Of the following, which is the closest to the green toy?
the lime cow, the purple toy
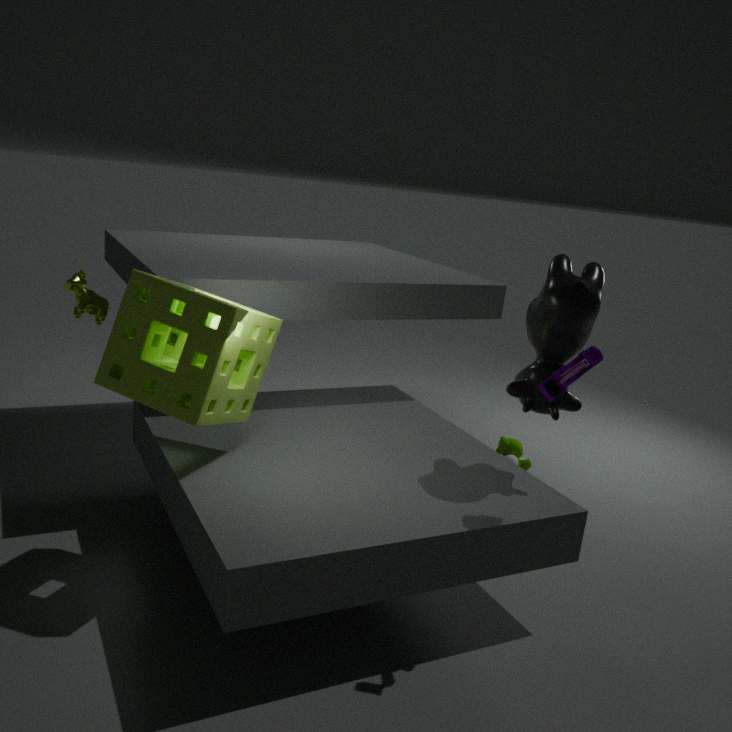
the purple toy
